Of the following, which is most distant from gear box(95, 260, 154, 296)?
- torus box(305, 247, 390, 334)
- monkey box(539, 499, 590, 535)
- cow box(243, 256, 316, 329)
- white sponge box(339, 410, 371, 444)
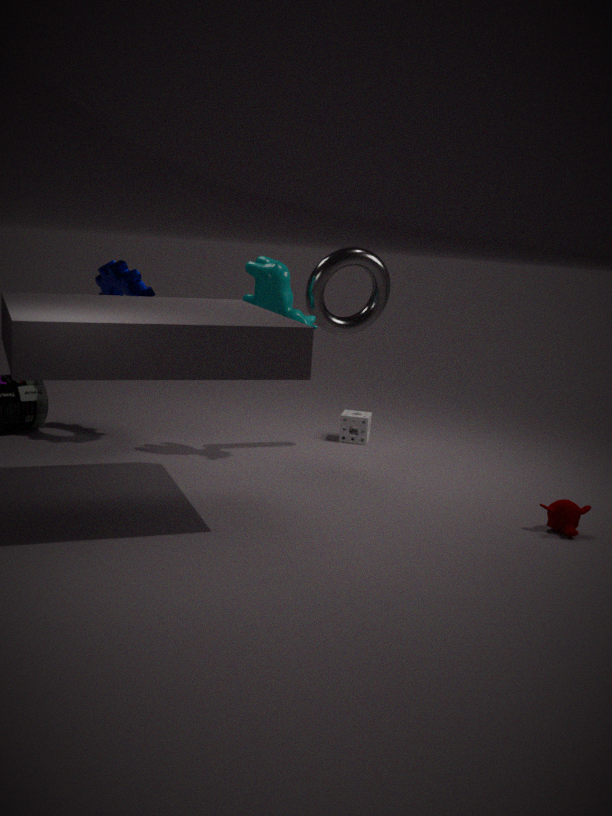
monkey box(539, 499, 590, 535)
